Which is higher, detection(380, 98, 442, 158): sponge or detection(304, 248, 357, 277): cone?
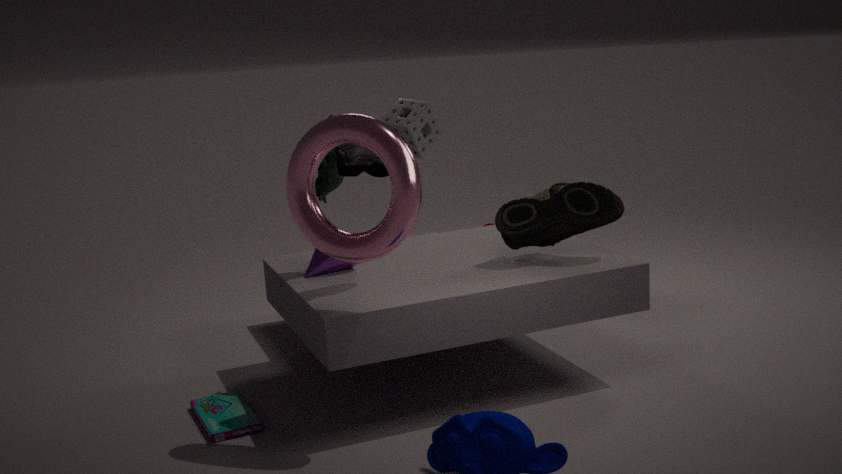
detection(380, 98, 442, 158): sponge
